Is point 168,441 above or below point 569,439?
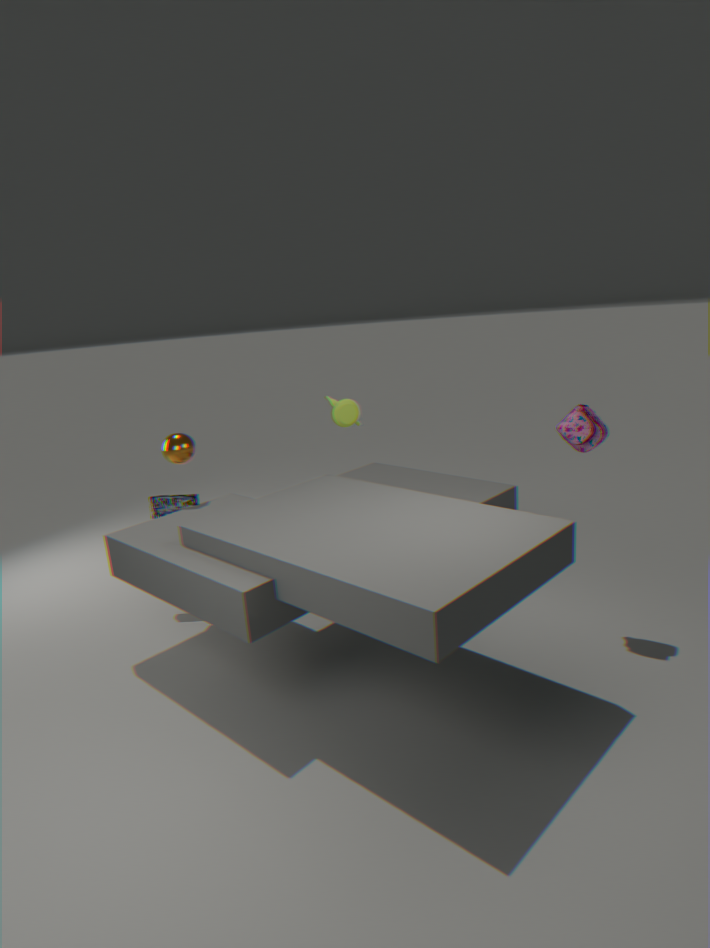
below
